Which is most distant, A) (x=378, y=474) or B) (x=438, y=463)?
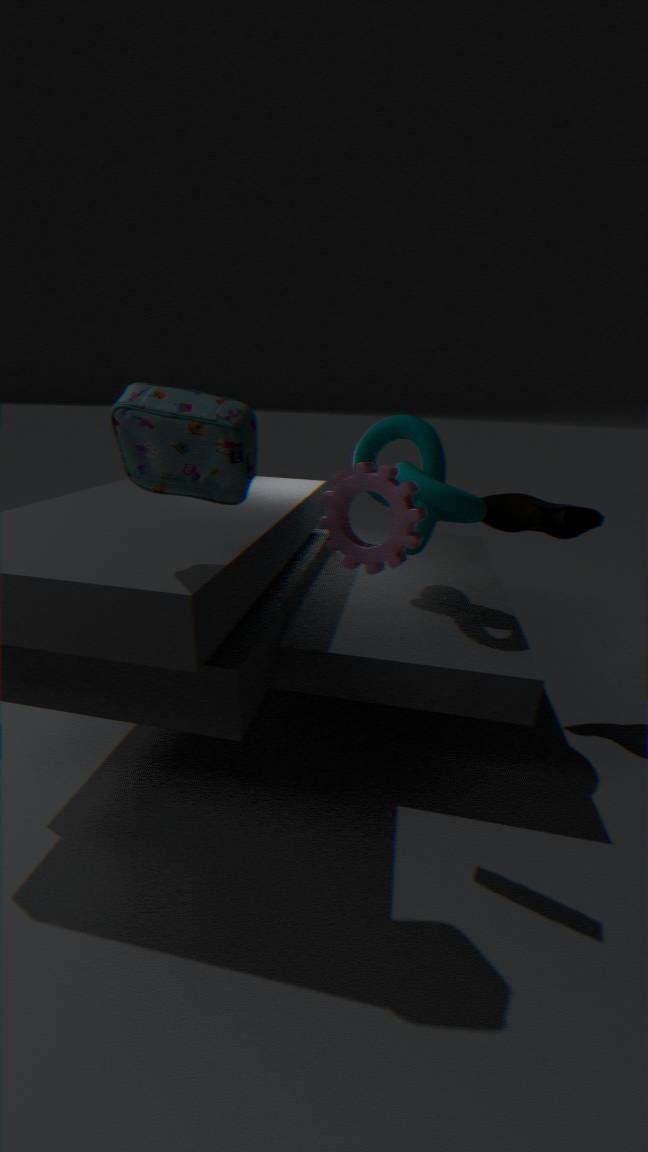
B. (x=438, y=463)
